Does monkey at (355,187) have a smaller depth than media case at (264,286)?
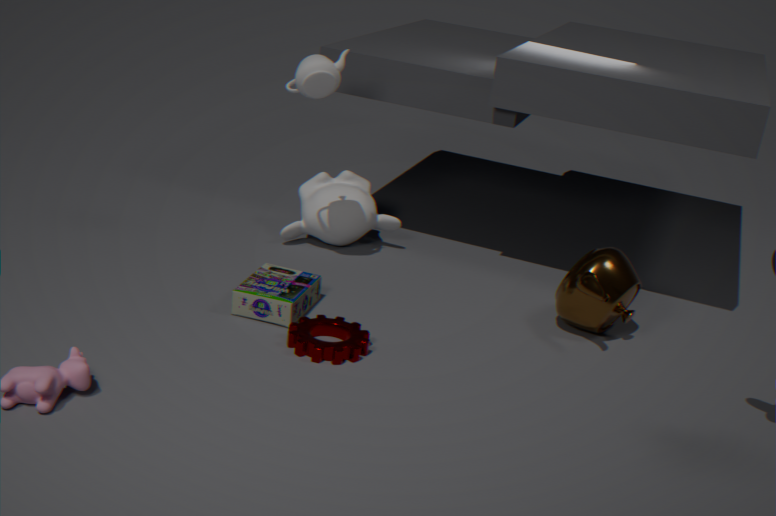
No
